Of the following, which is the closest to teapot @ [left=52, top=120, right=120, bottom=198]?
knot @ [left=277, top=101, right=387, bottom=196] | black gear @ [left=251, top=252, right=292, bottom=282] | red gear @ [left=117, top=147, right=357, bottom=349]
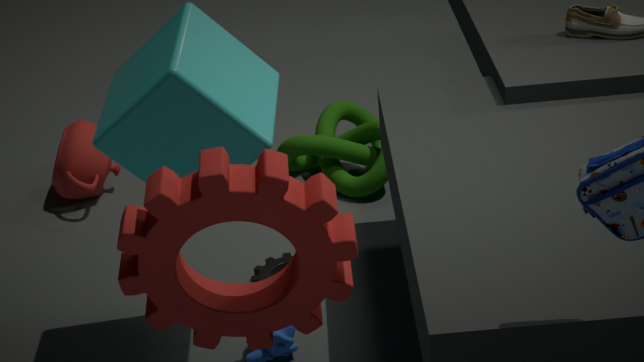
knot @ [left=277, top=101, right=387, bottom=196]
